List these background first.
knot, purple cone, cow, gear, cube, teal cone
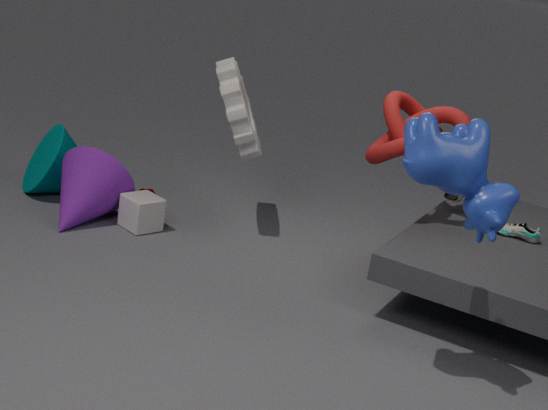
teal cone → cube → purple cone → gear → knot → cow
